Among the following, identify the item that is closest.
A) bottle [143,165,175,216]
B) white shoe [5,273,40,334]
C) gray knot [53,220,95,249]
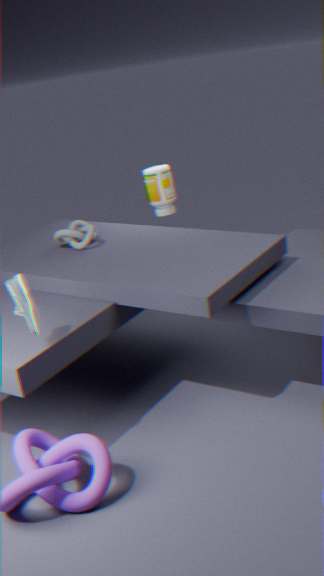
white shoe [5,273,40,334]
